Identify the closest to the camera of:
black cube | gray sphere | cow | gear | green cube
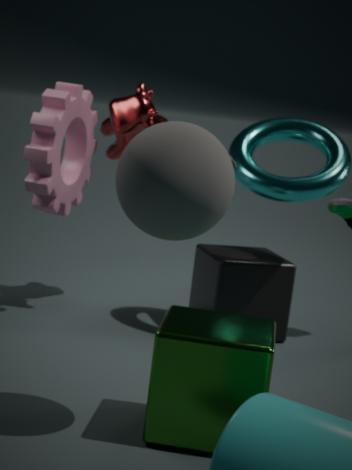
gray sphere
